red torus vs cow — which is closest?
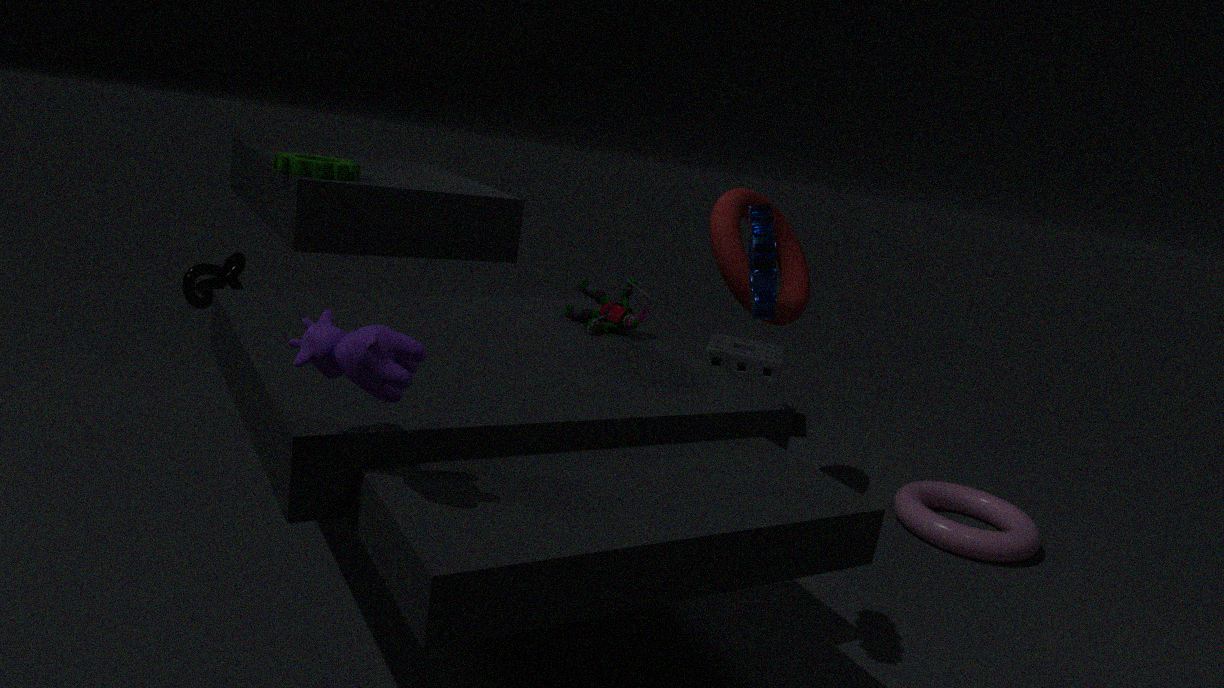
cow
